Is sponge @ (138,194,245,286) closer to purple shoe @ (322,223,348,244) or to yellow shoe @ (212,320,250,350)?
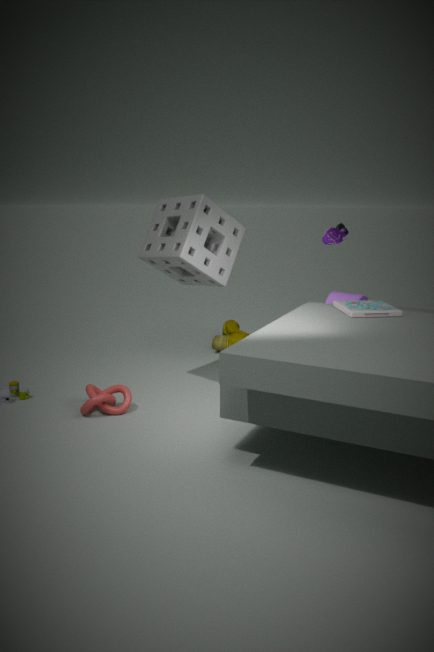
purple shoe @ (322,223,348,244)
